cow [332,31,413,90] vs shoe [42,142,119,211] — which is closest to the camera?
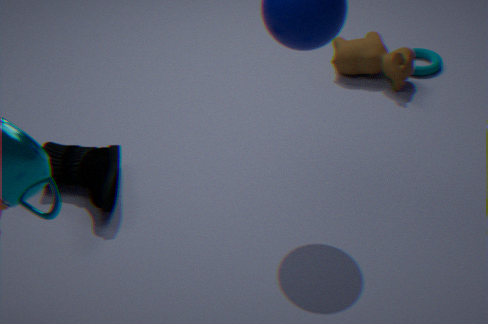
shoe [42,142,119,211]
